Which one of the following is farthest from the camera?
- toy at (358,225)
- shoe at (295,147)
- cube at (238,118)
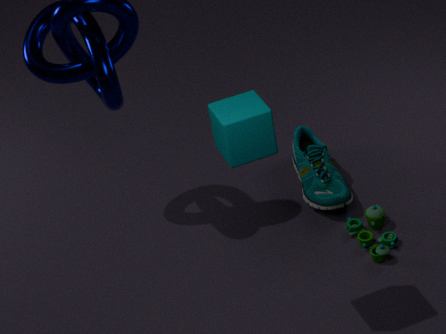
shoe at (295,147)
